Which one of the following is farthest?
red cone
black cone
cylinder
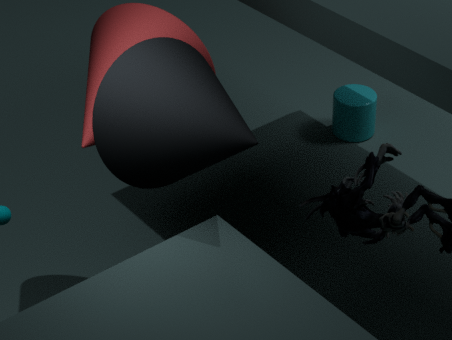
cylinder
